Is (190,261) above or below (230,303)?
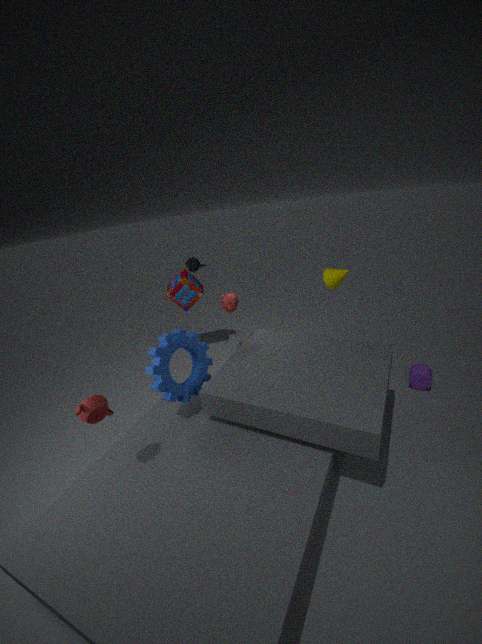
above
